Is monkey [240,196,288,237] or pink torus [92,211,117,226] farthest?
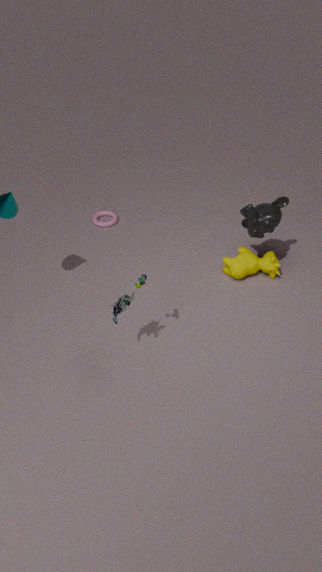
pink torus [92,211,117,226]
